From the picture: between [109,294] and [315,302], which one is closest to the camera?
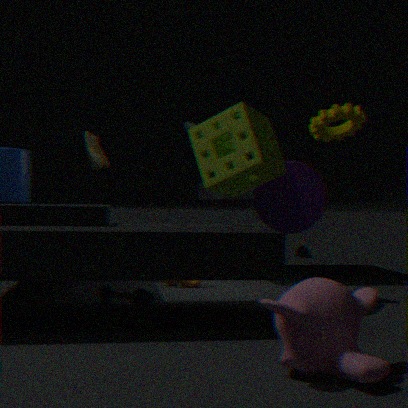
[315,302]
